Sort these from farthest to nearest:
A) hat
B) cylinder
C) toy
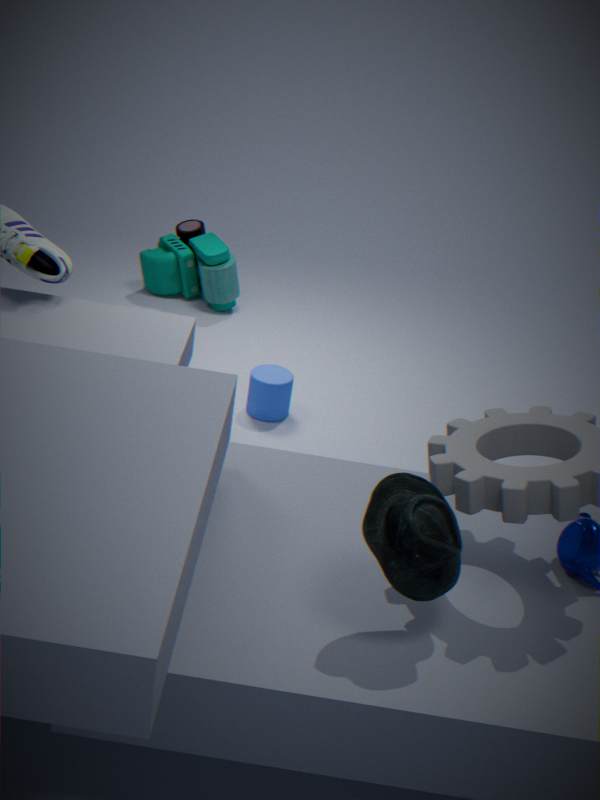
toy → cylinder → hat
